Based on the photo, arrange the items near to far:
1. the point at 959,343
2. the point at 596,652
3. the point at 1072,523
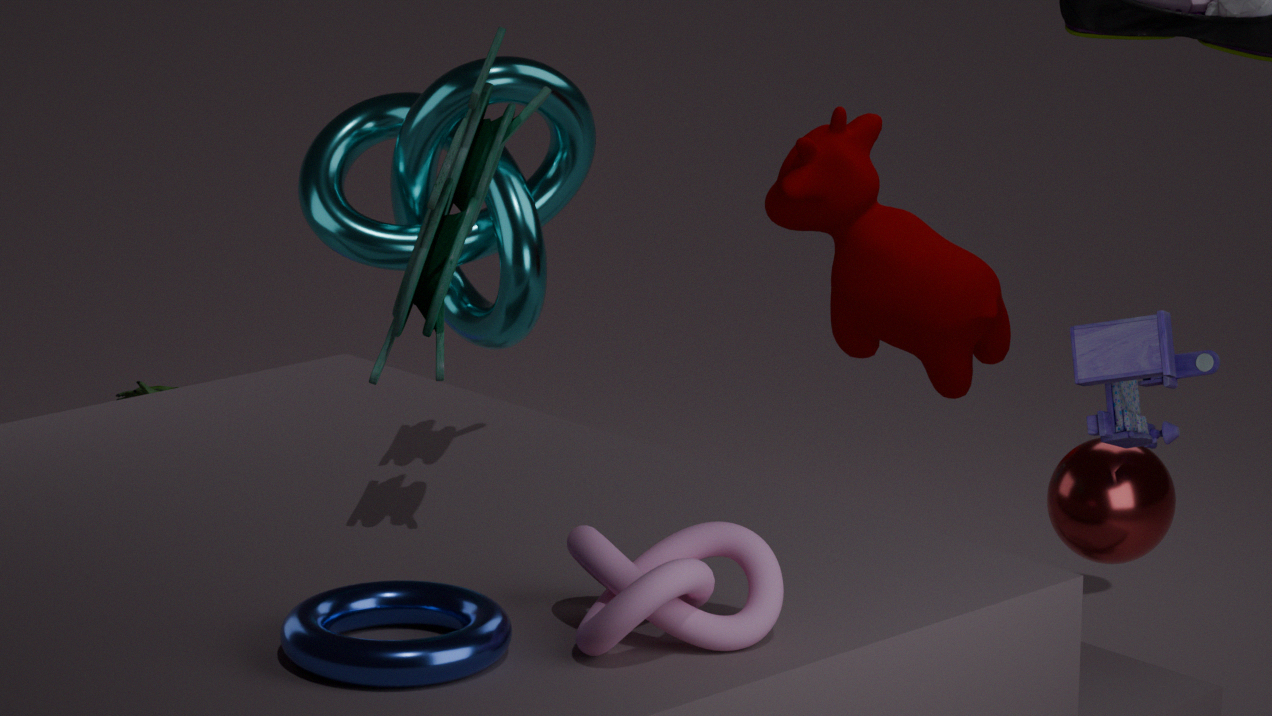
the point at 596,652
the point at 1072,523
the point at 959,343
